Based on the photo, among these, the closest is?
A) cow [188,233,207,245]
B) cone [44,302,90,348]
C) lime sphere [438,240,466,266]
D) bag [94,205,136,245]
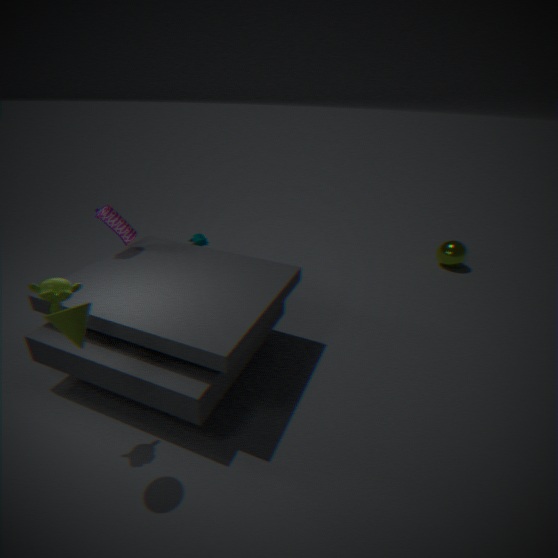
cone [44,302,90,348]
